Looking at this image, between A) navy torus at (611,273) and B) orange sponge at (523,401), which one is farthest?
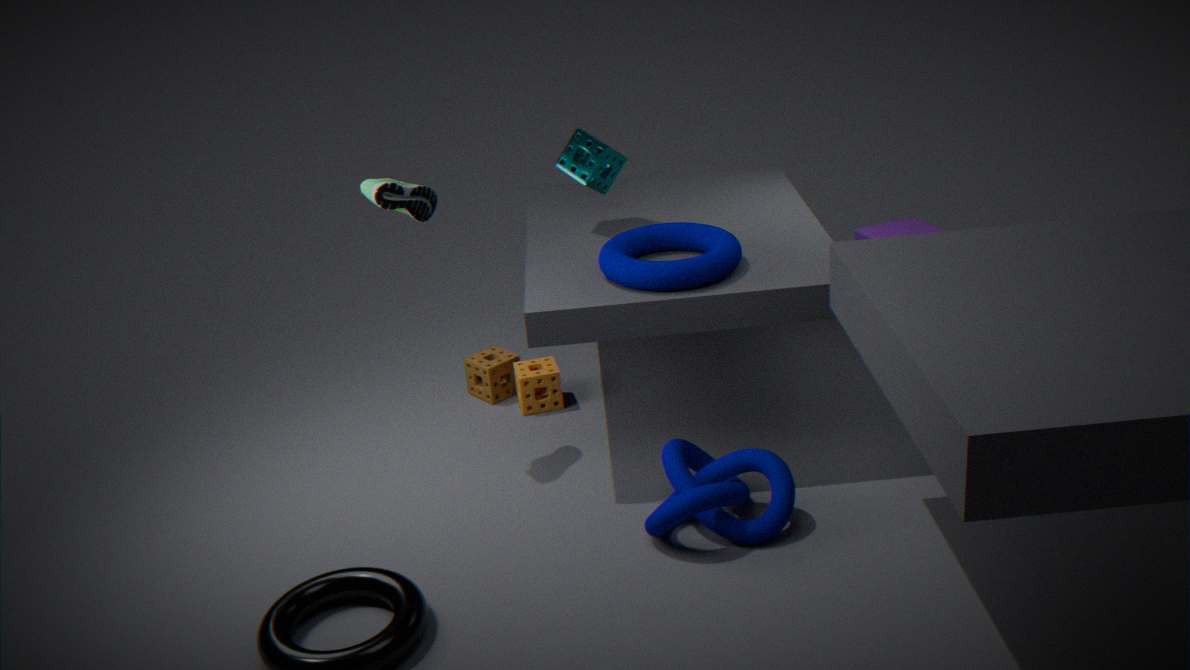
B. orange sponge at (523,401)
